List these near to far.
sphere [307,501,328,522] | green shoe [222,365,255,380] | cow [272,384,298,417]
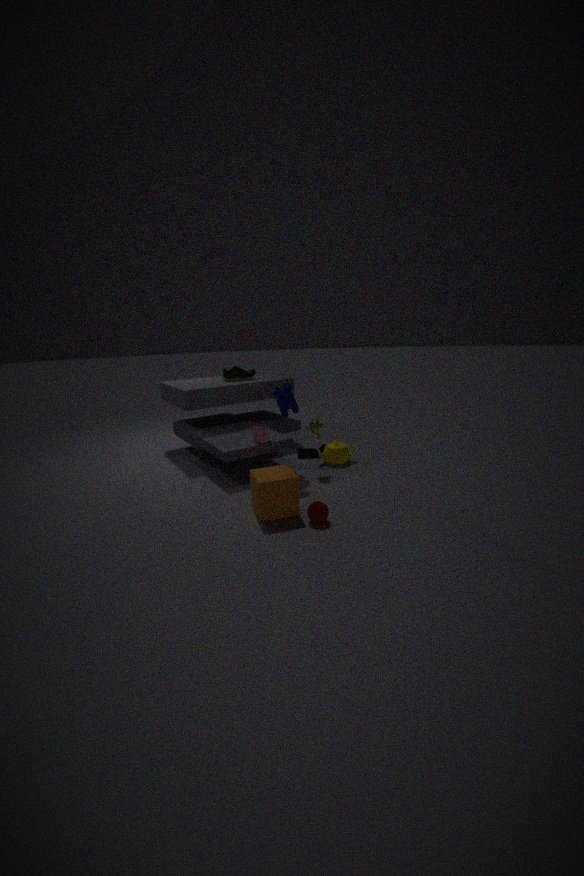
sphere [307,501,328,522] → cow [272,384,298,417] → green shoe [222,365,255,380]
